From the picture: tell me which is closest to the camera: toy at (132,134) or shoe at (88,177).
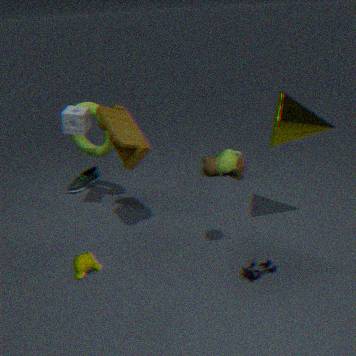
toy at (132,134)
